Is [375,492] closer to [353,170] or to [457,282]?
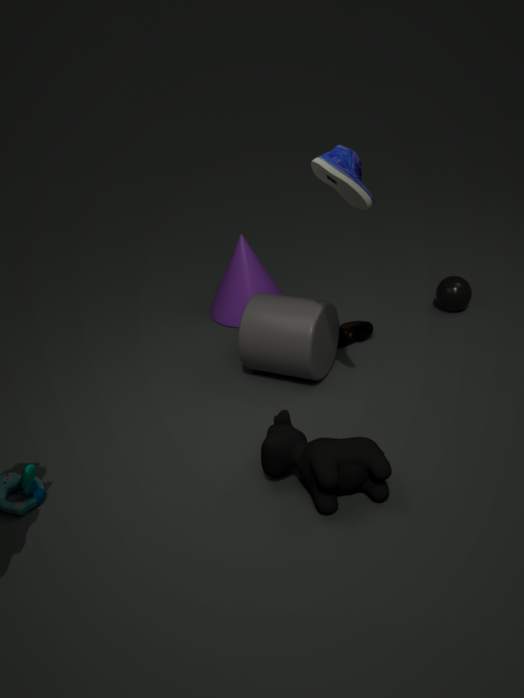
[353,170]
